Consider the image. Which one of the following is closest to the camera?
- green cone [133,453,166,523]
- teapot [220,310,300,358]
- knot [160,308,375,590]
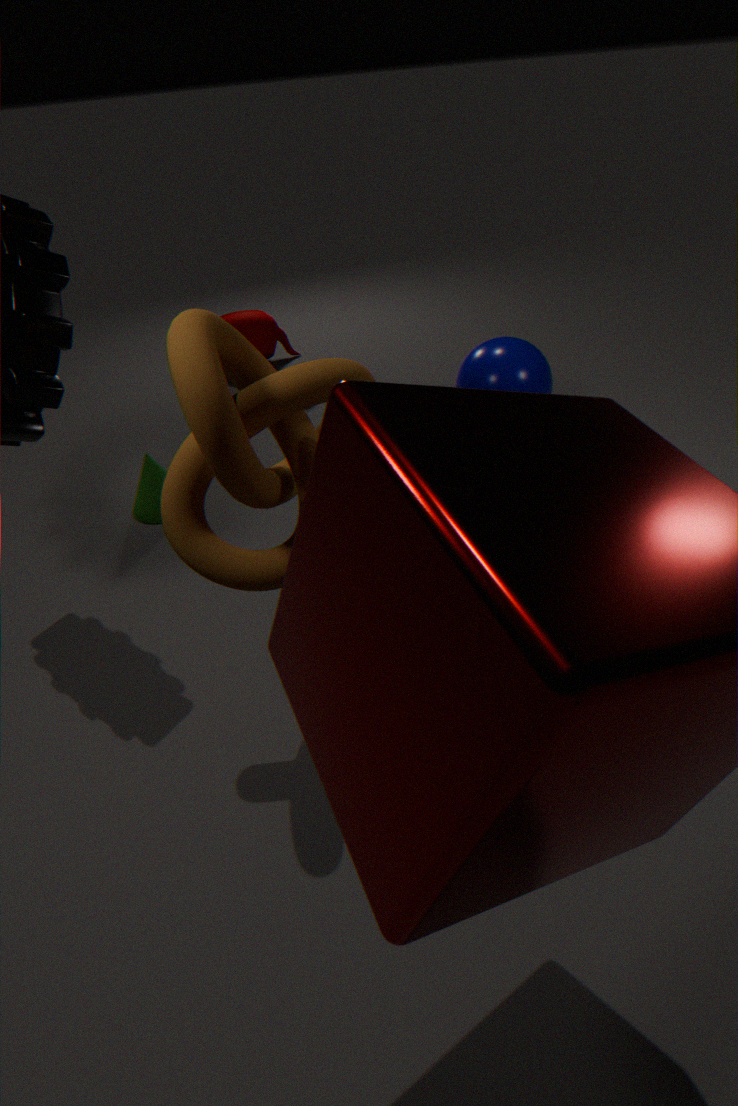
knot [160,308,375,590]
